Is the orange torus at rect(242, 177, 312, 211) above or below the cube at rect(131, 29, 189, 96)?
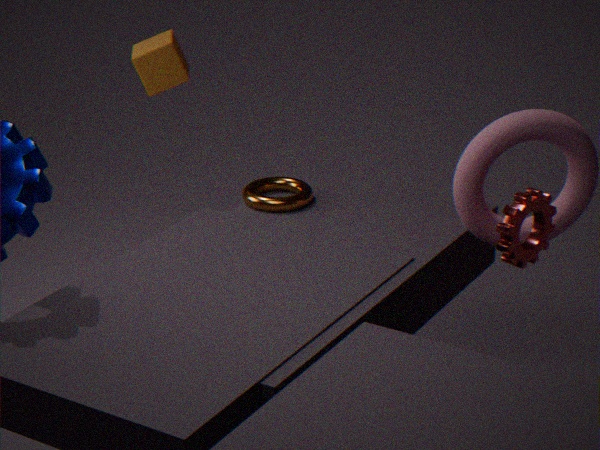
below
